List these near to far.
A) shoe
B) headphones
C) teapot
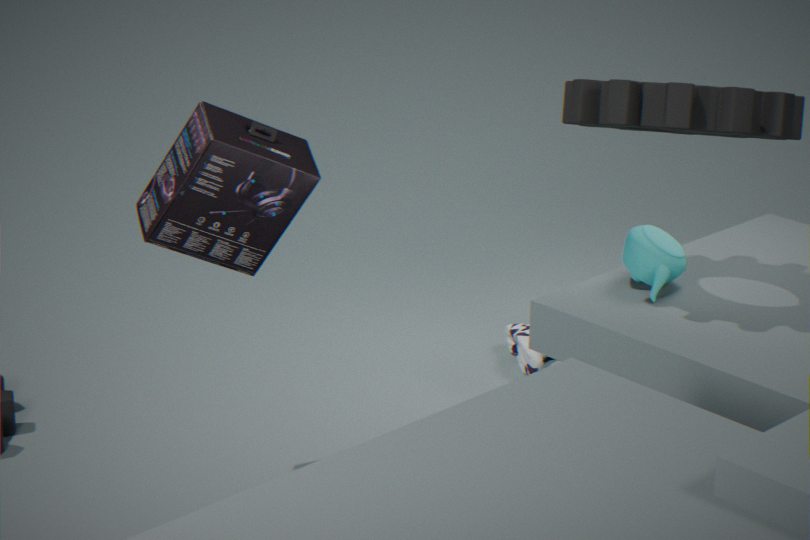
headphones
teapot
shoe
